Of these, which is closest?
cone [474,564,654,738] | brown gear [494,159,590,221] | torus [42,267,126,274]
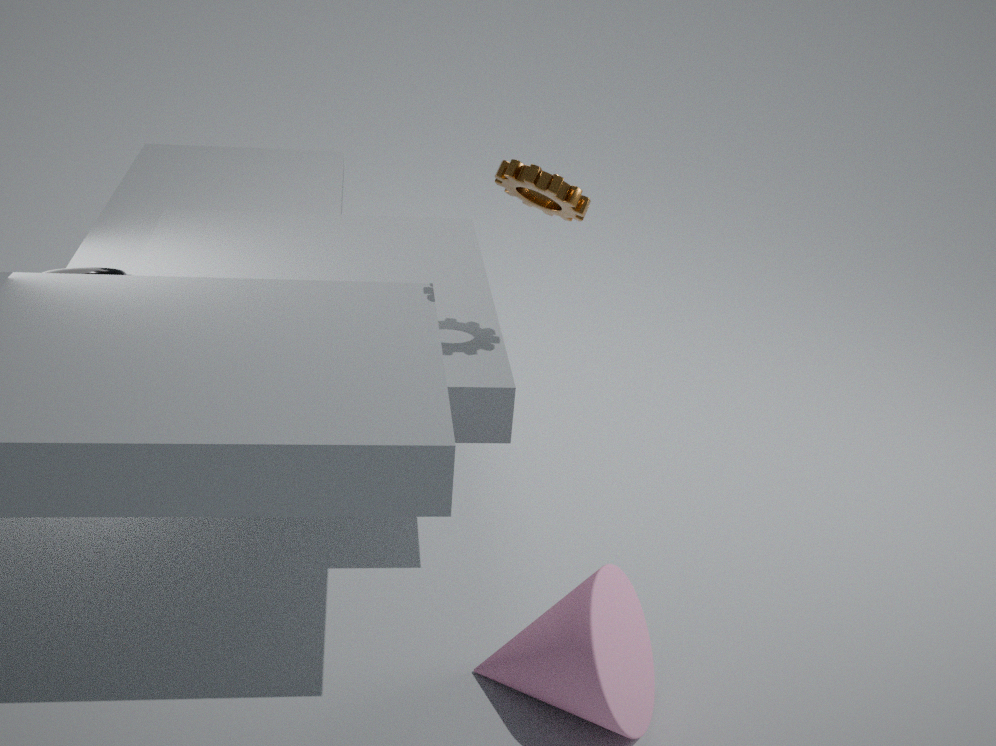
cone [474,564,654,738]
